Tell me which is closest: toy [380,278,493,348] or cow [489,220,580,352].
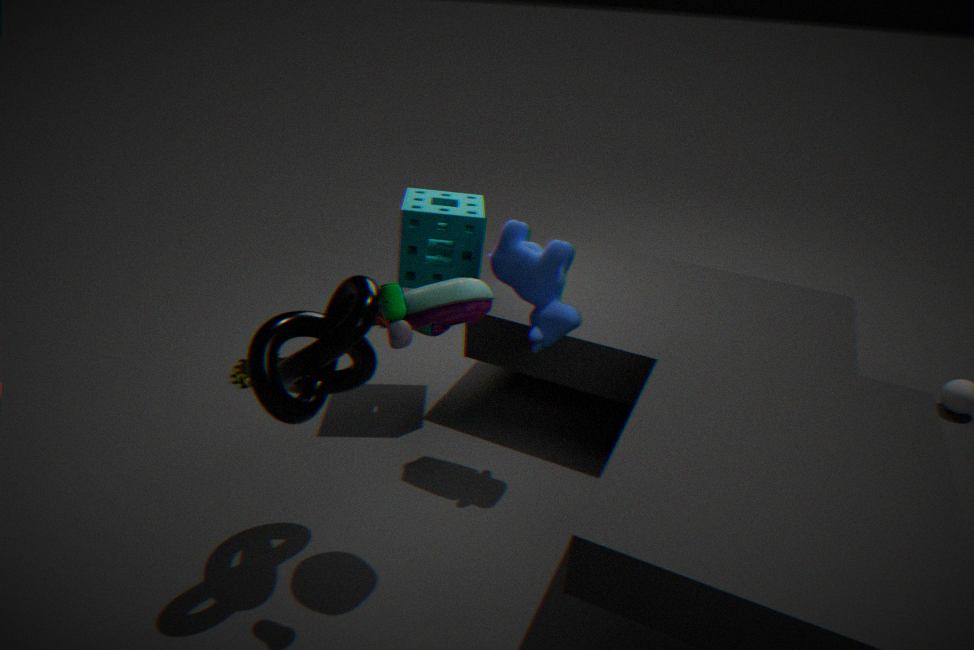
toy [380,278,493,348]
